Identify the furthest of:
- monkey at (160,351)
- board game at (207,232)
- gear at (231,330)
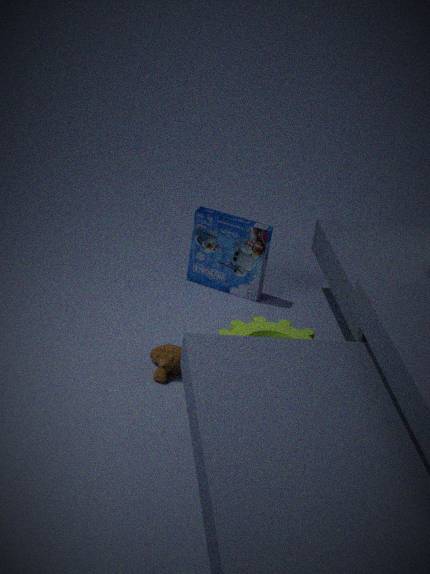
board game at (207,232)
